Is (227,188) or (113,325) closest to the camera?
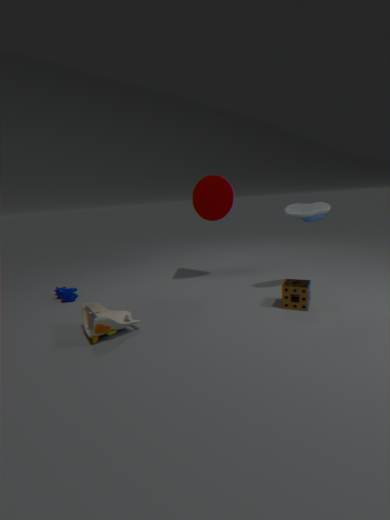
(113,325)
